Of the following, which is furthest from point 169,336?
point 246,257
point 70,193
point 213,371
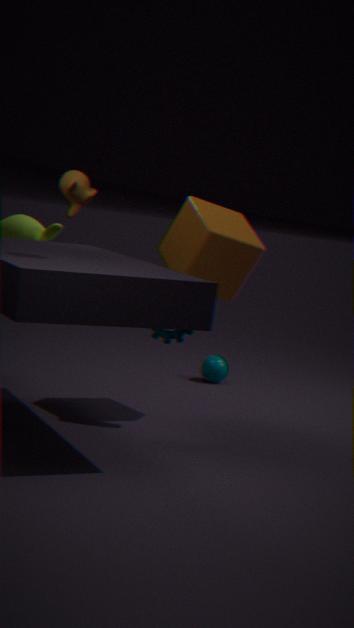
point 213,371
